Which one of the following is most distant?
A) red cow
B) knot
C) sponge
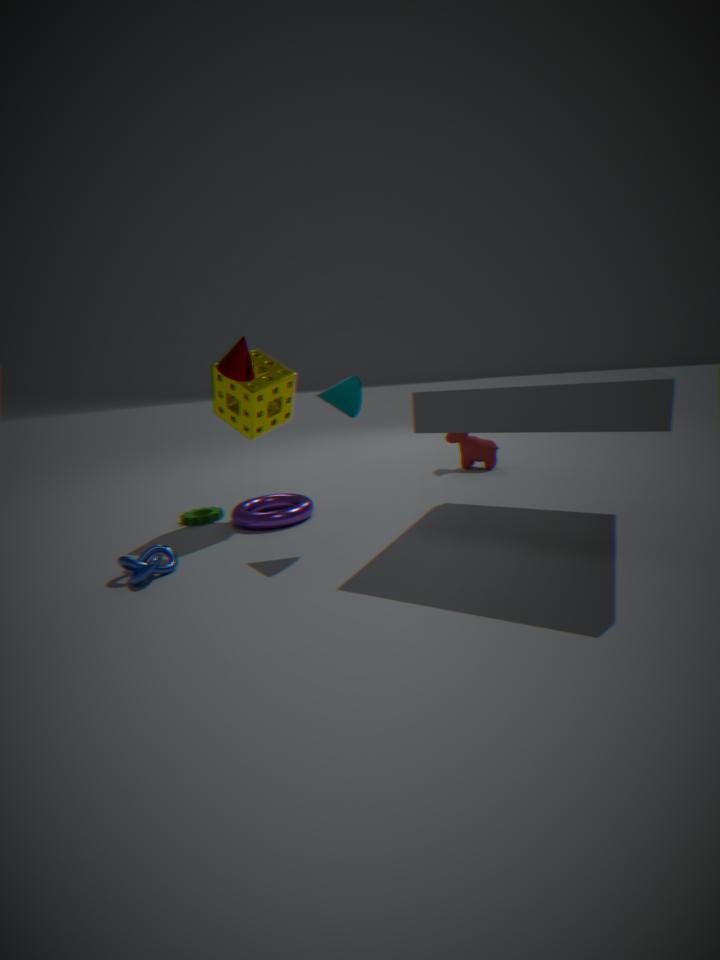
red cow
